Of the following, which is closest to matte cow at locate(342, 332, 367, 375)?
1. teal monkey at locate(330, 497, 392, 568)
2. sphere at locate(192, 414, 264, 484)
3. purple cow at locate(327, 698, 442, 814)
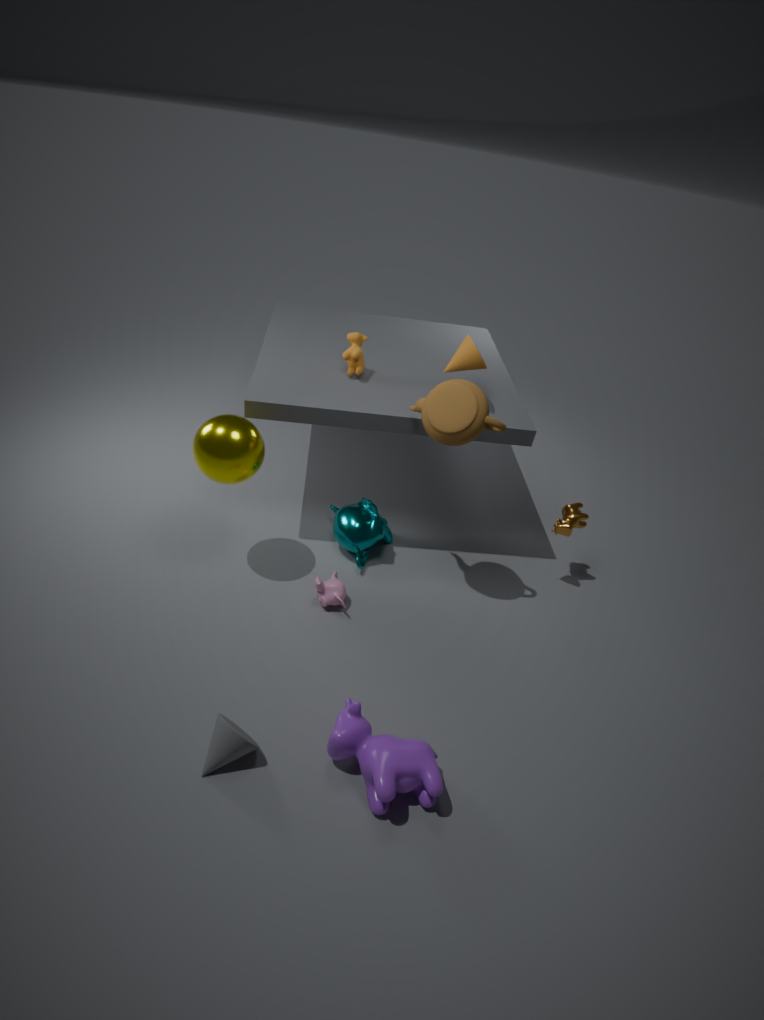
sphere at locate(192, 414, 264, 484)
